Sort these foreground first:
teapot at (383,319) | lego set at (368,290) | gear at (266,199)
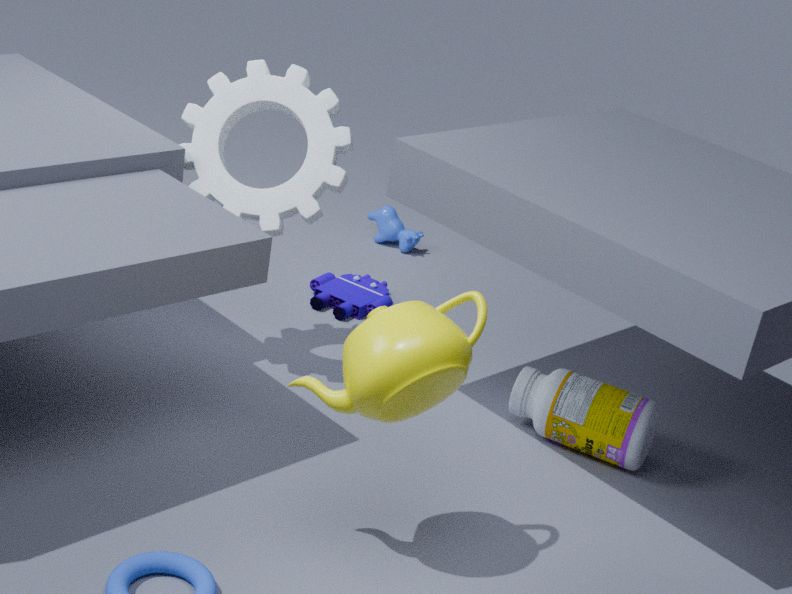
teapot at (383,319)
gear at (266,199)
lego set at (368,290)
